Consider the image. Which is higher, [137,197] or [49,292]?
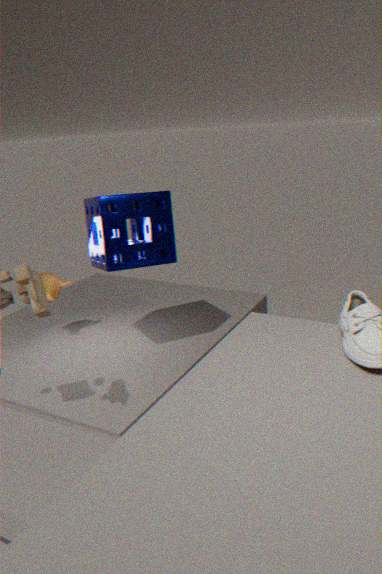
[137,197]
